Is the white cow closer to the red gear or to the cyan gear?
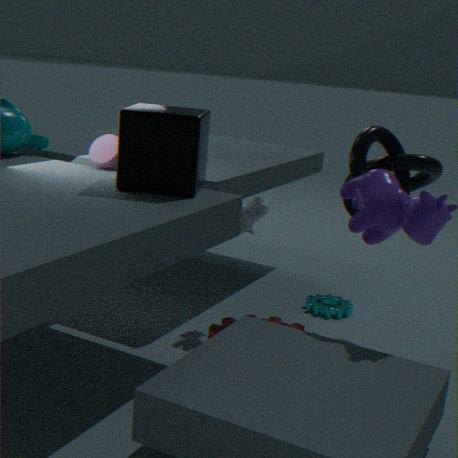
the red gear
